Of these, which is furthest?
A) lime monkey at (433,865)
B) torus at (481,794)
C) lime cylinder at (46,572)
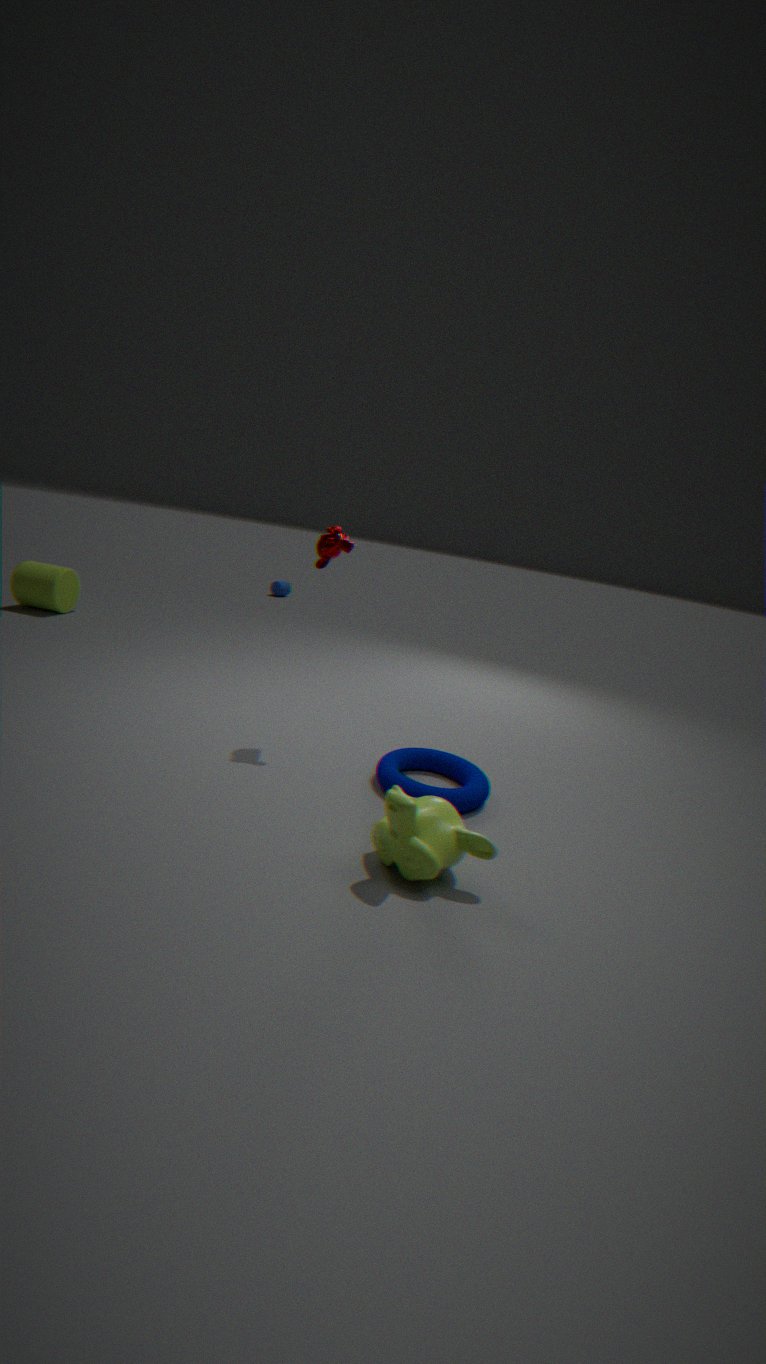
lime cylinder at (46,572)
